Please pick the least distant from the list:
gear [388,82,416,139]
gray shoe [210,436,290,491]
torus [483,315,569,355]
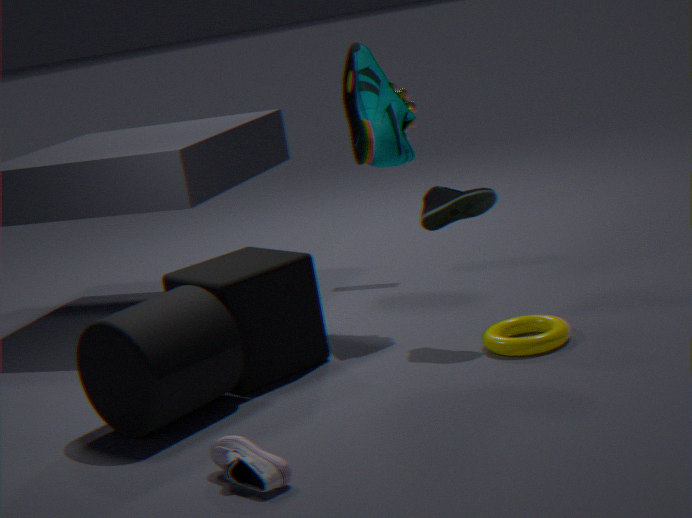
gray shoe [210,436,290,491]
